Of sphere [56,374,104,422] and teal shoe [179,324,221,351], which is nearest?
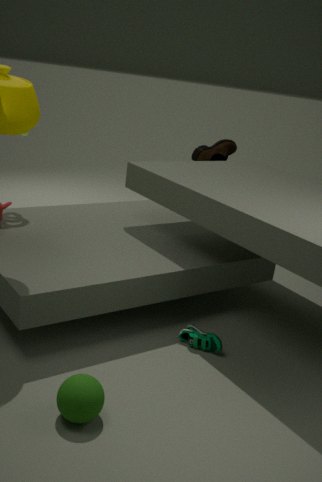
sphere [56,374,104,422]
